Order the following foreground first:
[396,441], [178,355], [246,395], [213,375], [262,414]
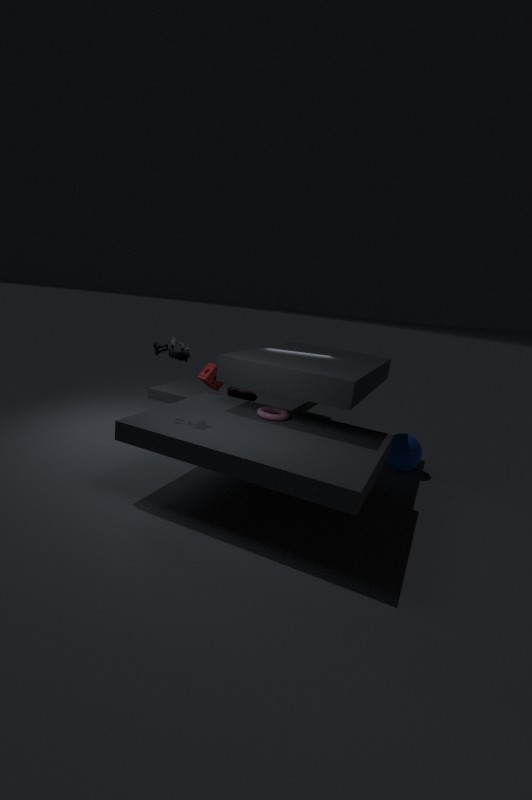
[178,355]
[262,414]
[213,375]
[396,441]
[246,395]
